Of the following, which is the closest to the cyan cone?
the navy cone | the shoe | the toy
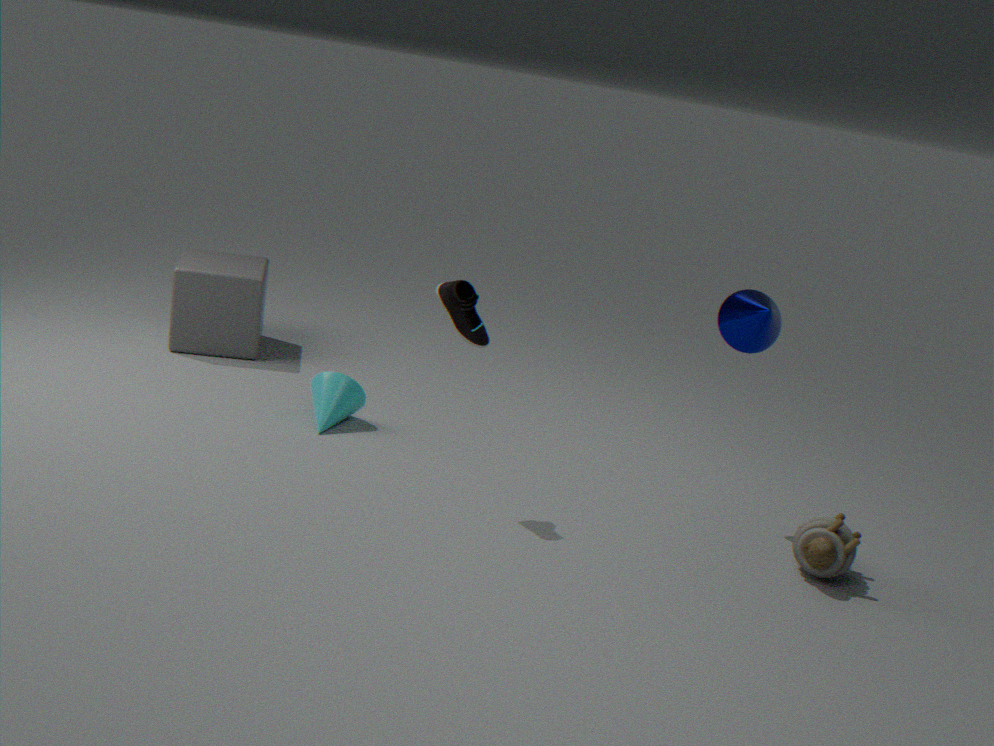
the shoe
